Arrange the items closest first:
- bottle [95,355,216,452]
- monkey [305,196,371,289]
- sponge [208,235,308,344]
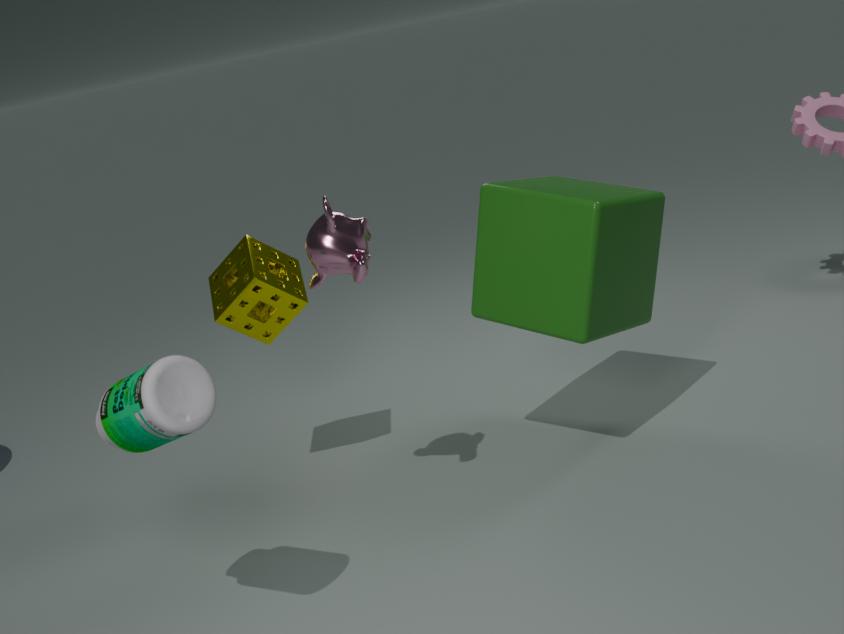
bottle [95,355,216,452] < monkey [305,196,371,289] < sponge [208,235,308,344]
